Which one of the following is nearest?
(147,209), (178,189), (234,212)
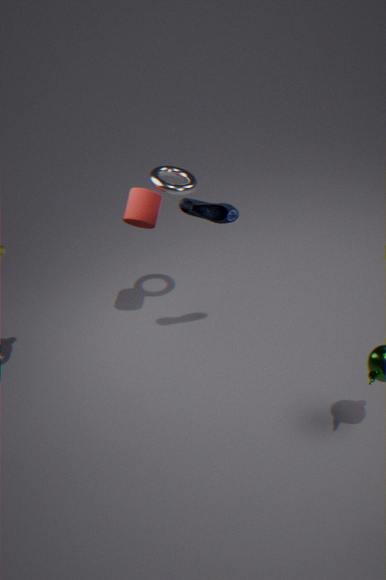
(234,212)
